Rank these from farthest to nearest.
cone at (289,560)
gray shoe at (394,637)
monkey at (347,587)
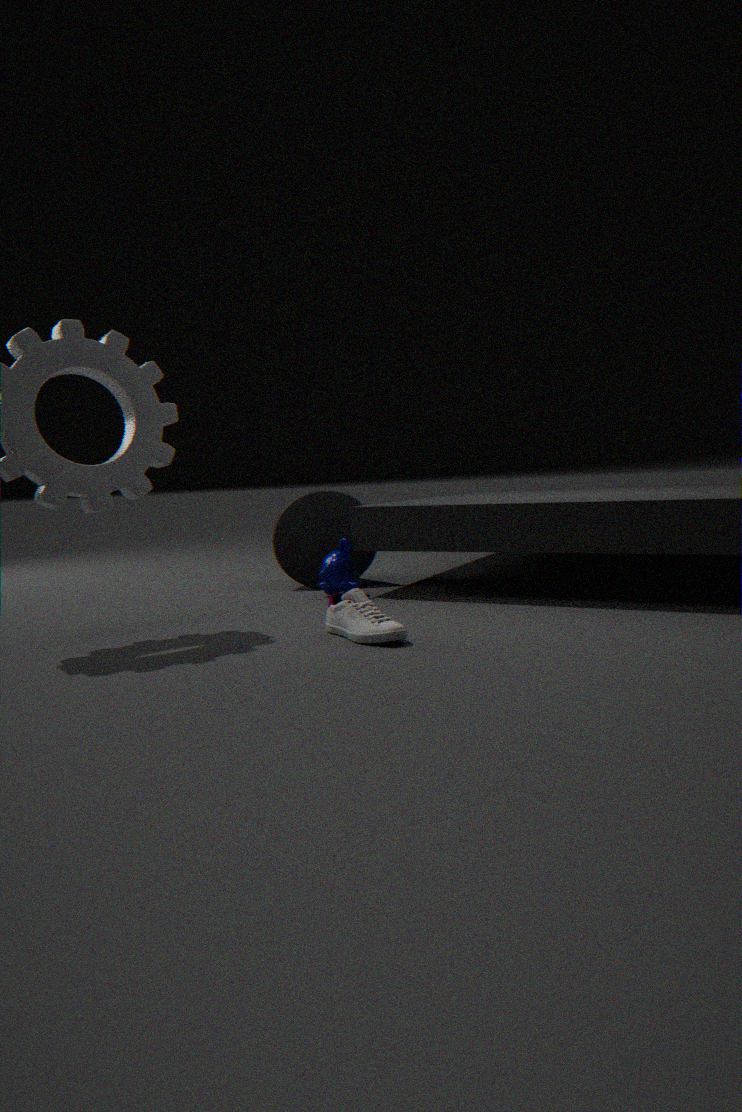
cone at (289,560) < monkey at (347,587) < gray shoe at (394,637)
